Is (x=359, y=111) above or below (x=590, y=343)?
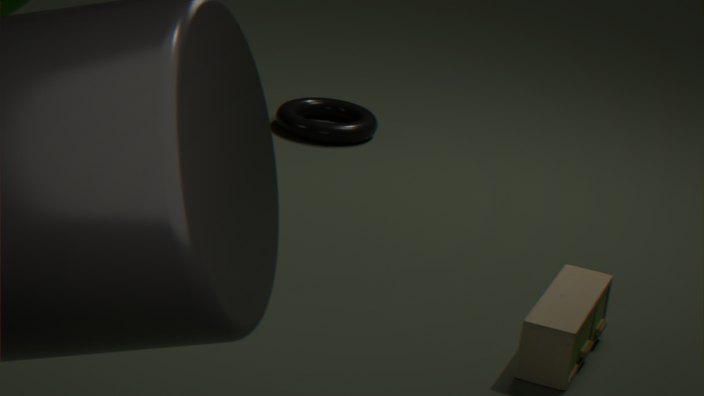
below
